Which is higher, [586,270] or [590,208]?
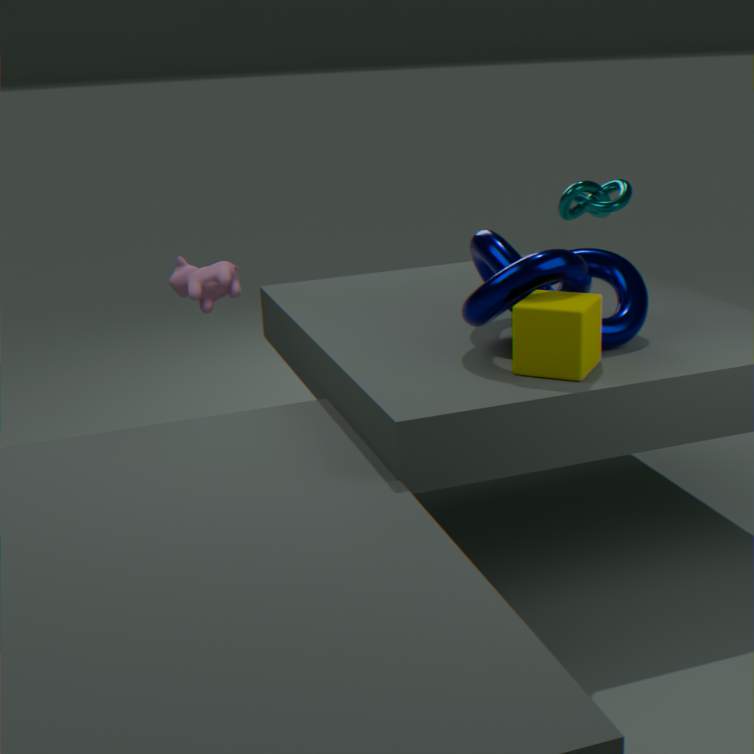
[590,208]
